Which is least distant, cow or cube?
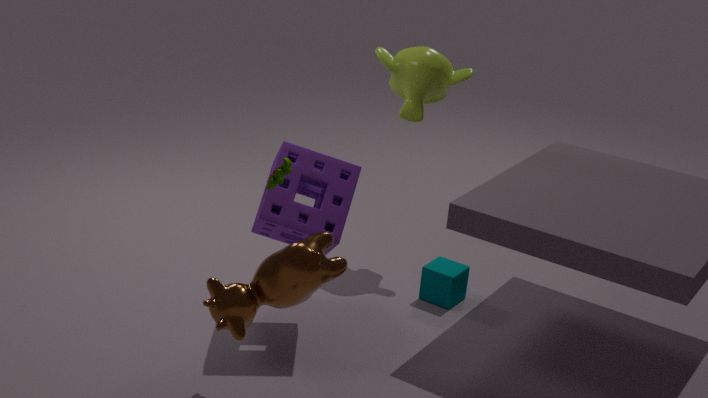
Result: cow
